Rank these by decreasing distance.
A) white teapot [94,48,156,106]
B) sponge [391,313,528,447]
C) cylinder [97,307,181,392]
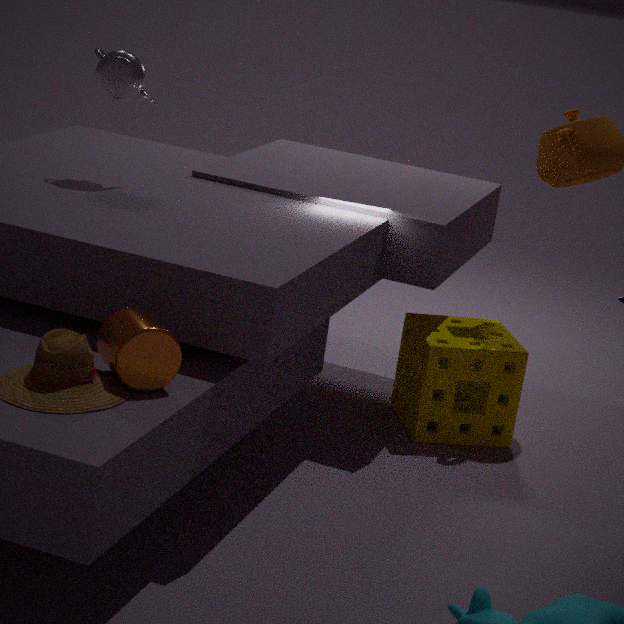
sponge [391,313,528,447] < white teapot [94,48,156,106] < cylinder [97,307,181,392]
